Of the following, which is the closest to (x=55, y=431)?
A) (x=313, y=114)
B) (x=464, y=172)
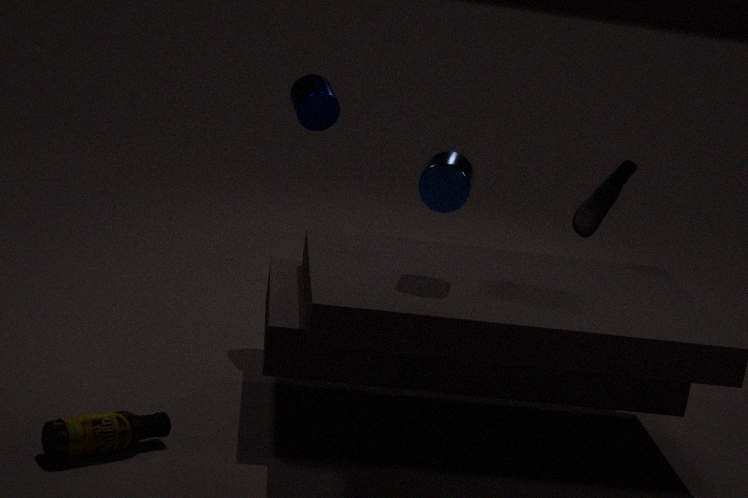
(x=464, y=172)
